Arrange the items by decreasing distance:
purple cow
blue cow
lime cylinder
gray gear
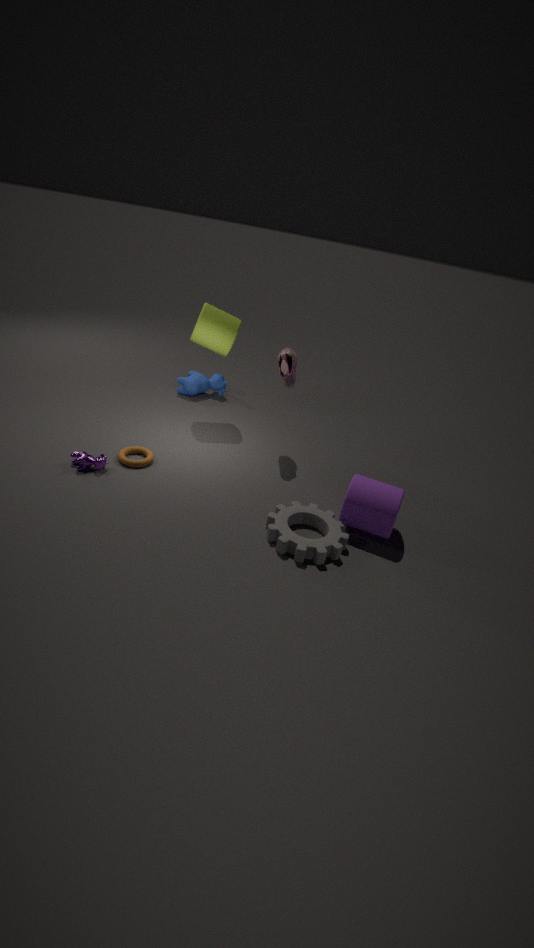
blue cow < lime cylinder < purple cow < gray gear
